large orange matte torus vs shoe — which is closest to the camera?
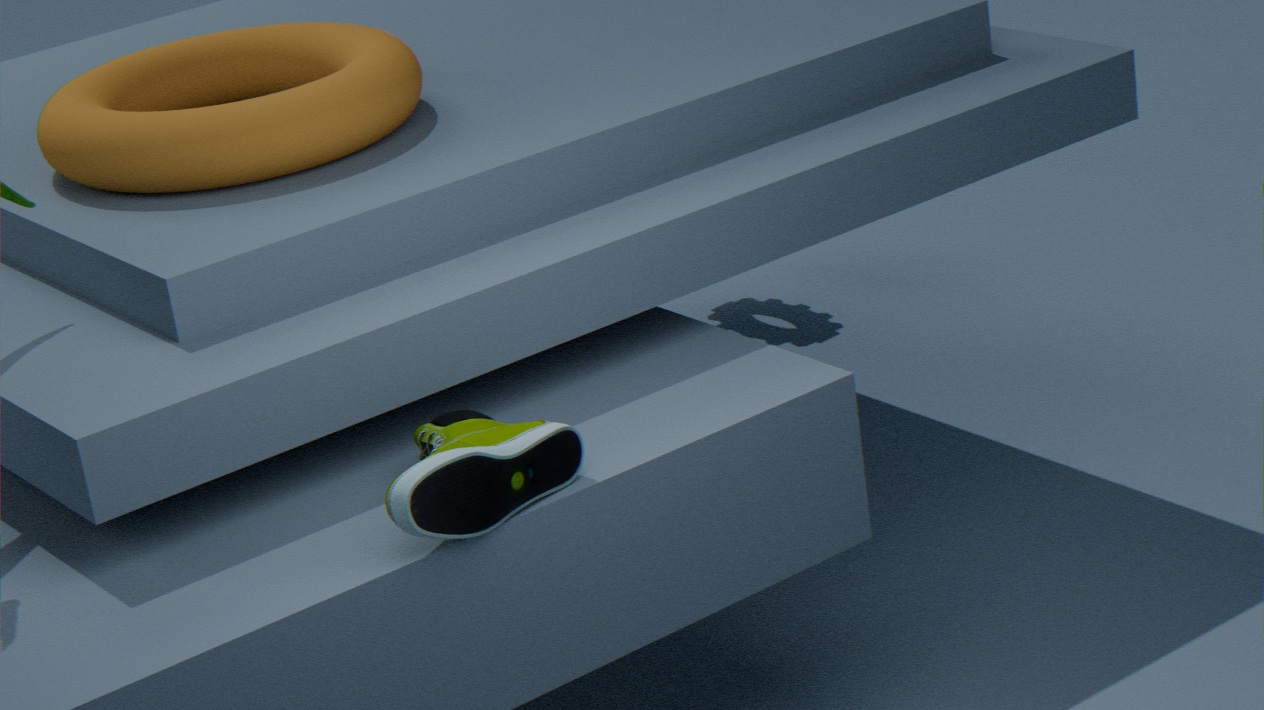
shoe
